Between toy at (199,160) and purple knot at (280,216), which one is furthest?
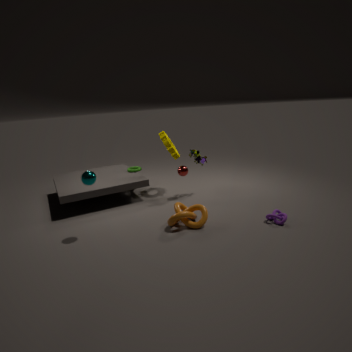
toy at (199,160)
